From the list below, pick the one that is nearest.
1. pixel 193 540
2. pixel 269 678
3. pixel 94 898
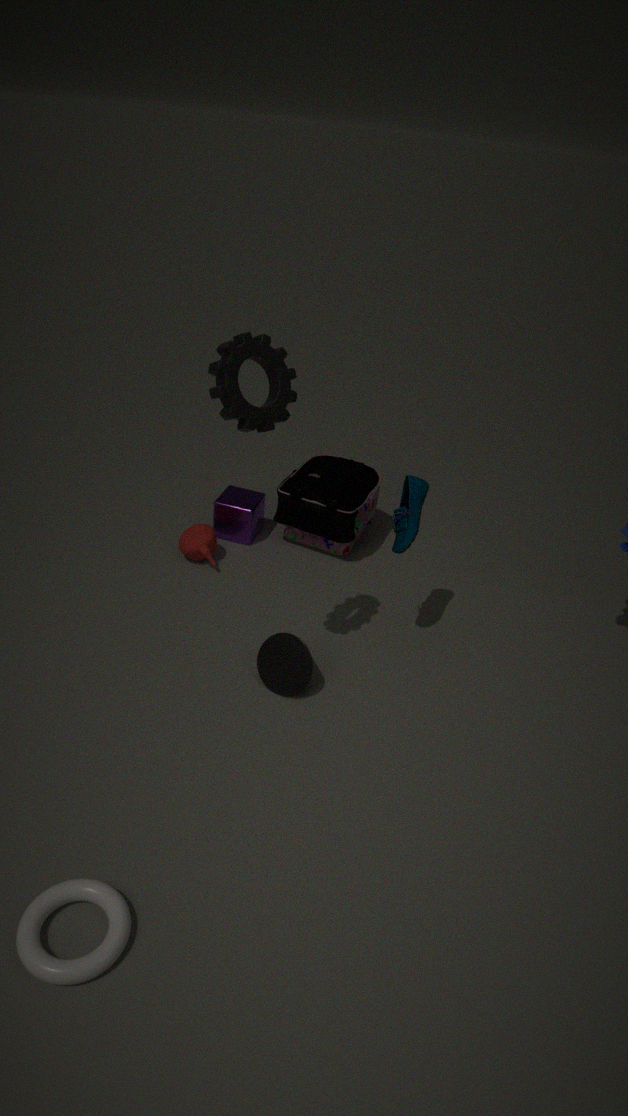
pixel 94 898
